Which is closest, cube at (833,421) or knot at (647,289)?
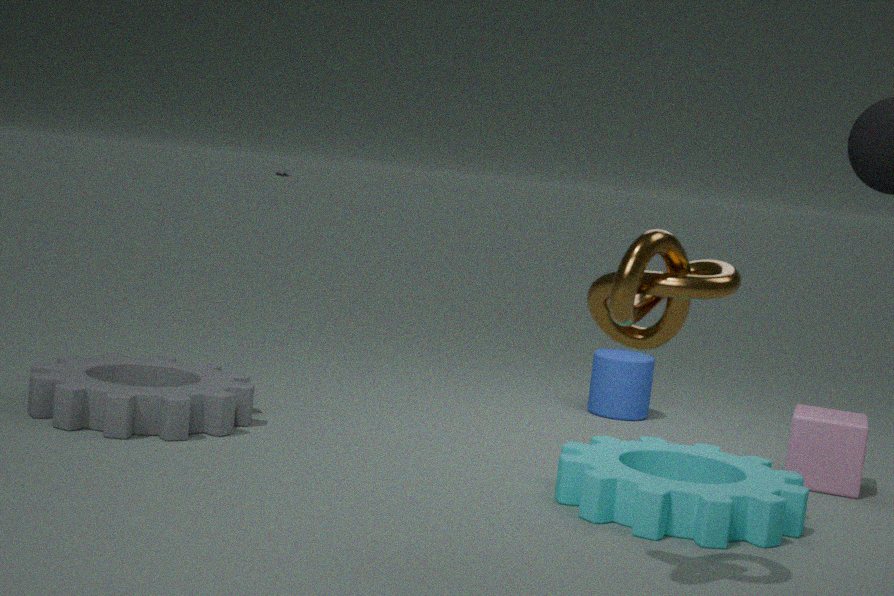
knot at (647,289)
